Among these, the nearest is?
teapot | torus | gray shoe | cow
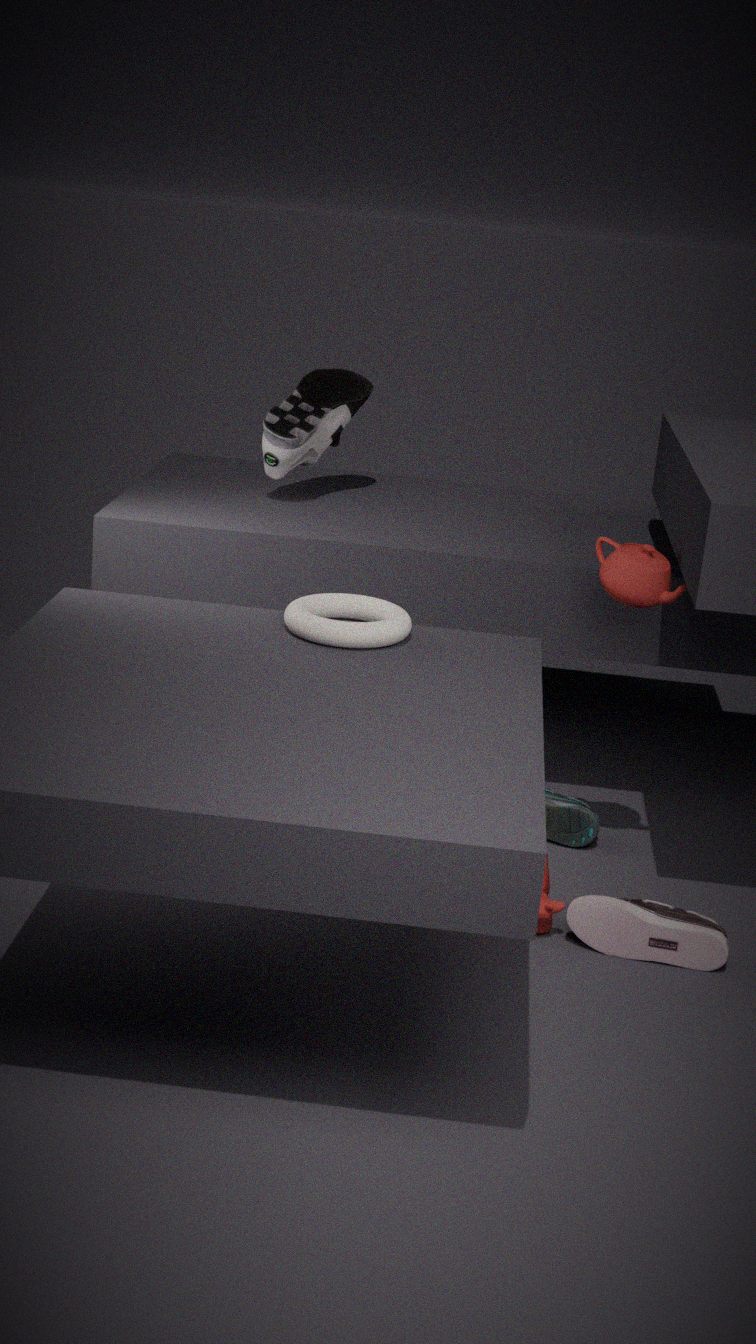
torus
